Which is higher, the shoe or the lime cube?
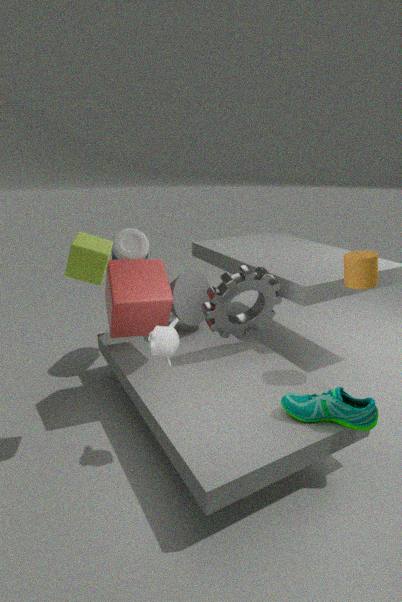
the lime cube
